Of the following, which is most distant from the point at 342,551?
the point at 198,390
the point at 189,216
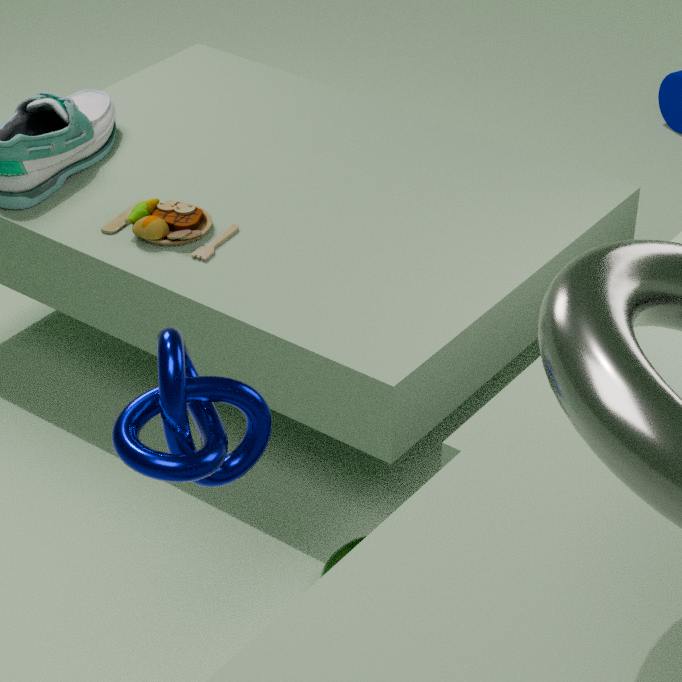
the point at 189,216
